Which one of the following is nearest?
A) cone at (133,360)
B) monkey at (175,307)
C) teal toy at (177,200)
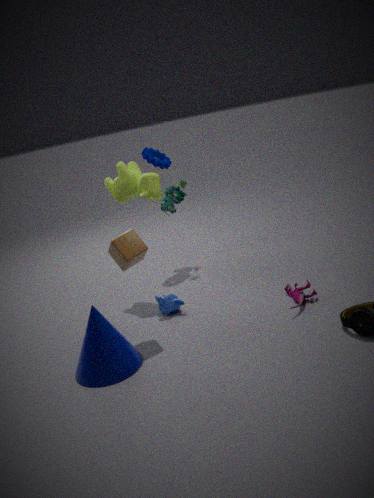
cone at (133,360)
